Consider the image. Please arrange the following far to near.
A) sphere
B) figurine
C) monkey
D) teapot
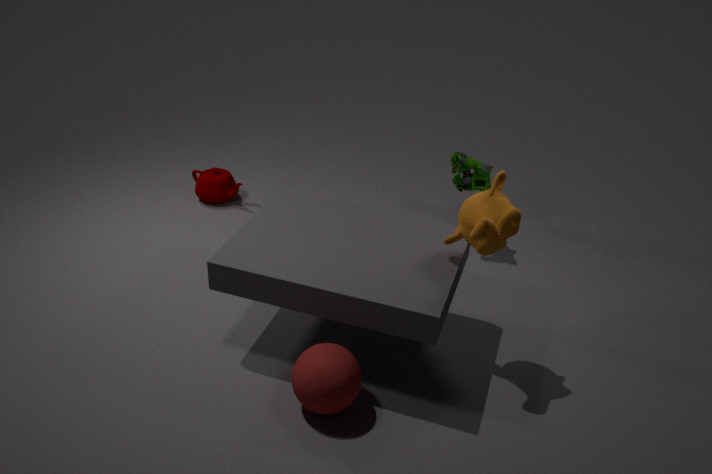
1. teapot
2. figurine
3. monkey
4. sphere
